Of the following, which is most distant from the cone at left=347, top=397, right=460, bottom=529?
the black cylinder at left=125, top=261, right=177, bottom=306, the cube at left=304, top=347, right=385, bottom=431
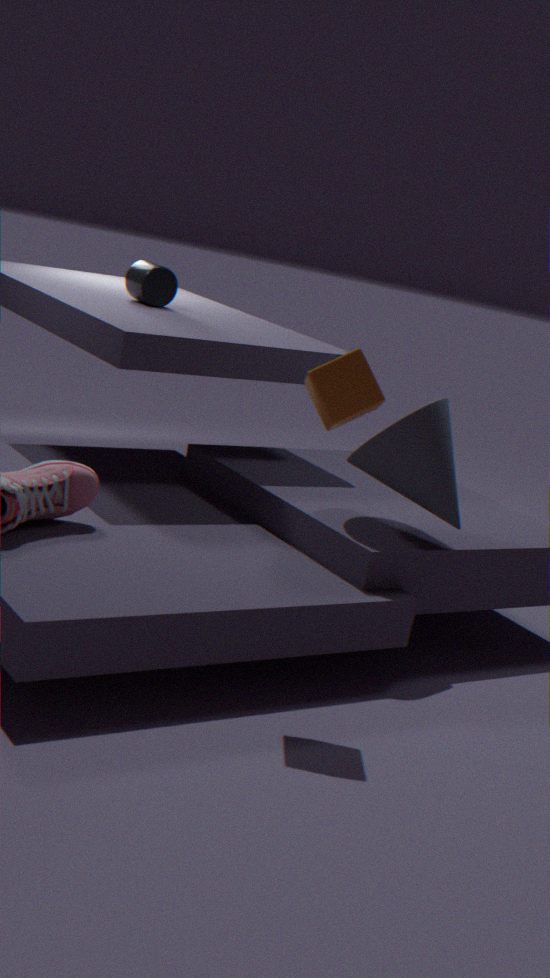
the black cylinder at left=125, top=261, right=177, bottom=306
